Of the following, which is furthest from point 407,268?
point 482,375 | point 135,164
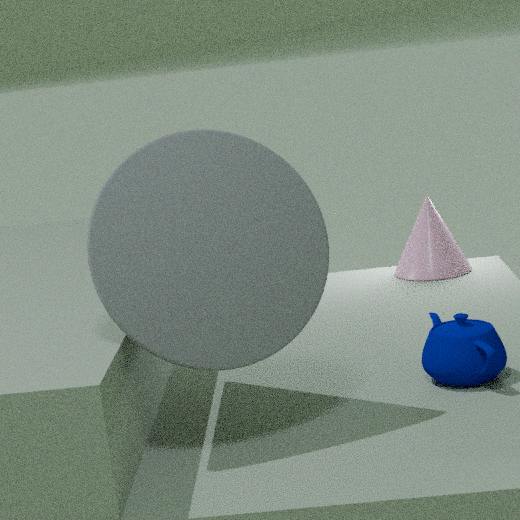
point 135,164
